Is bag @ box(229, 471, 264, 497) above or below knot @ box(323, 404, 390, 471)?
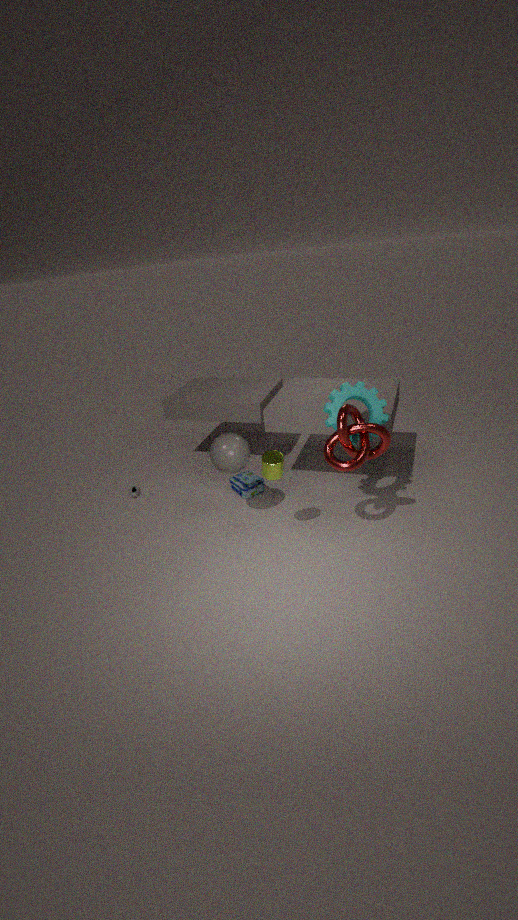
below
